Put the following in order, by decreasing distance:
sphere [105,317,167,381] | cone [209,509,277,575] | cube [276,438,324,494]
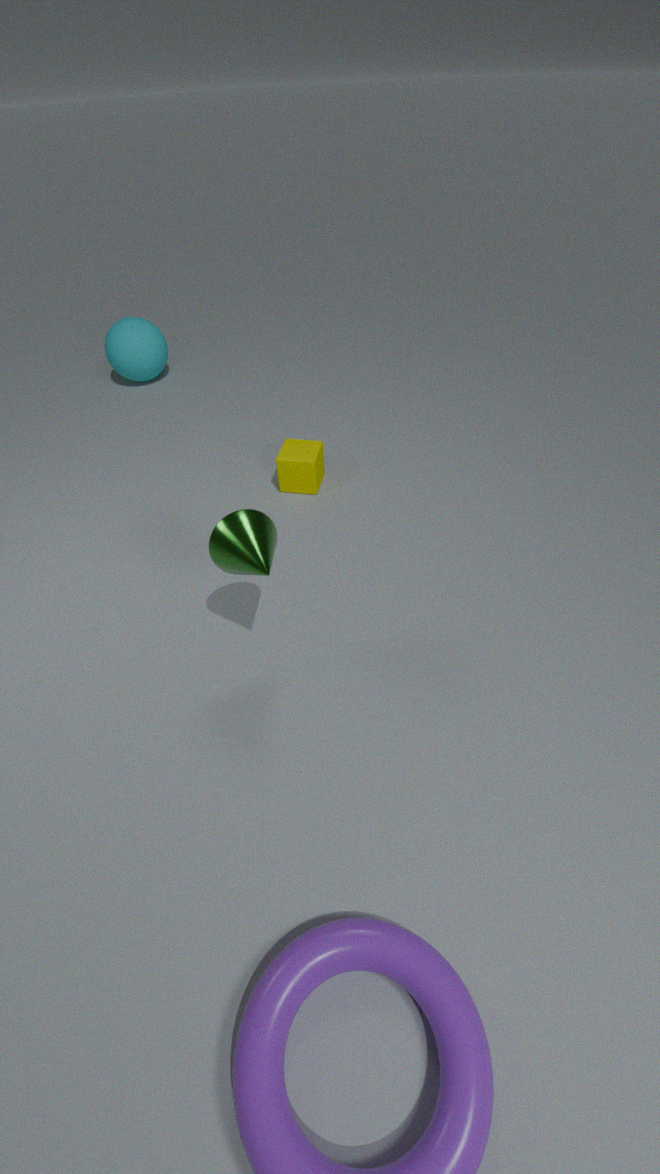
sphere [105,317,167,381] < cube [276,438,324,494] < cone [209,509,277,575]
